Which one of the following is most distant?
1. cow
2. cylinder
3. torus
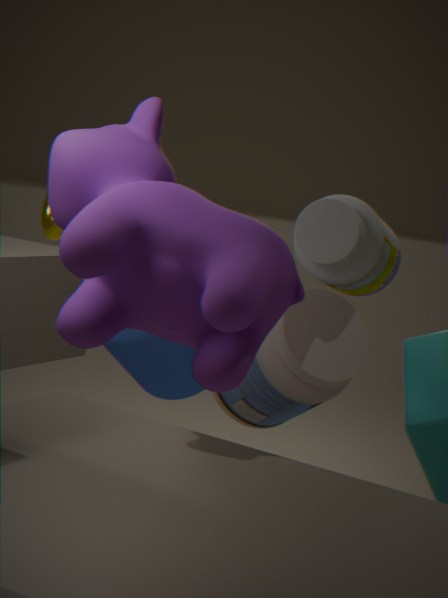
cylinder
